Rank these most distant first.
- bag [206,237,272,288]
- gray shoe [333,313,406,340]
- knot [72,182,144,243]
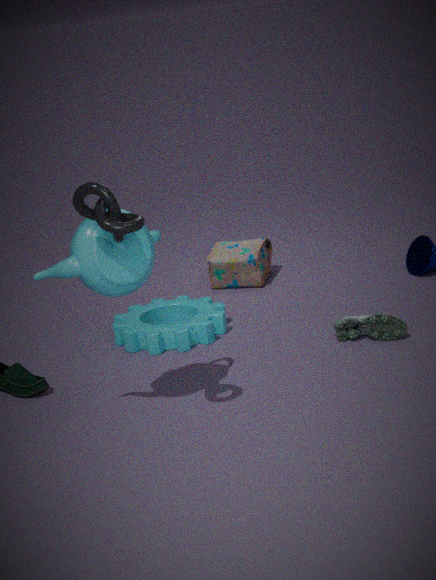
bag [206,237,272,288] < gray shoe [333,313,406,340] < knot [72,182,144,243]
